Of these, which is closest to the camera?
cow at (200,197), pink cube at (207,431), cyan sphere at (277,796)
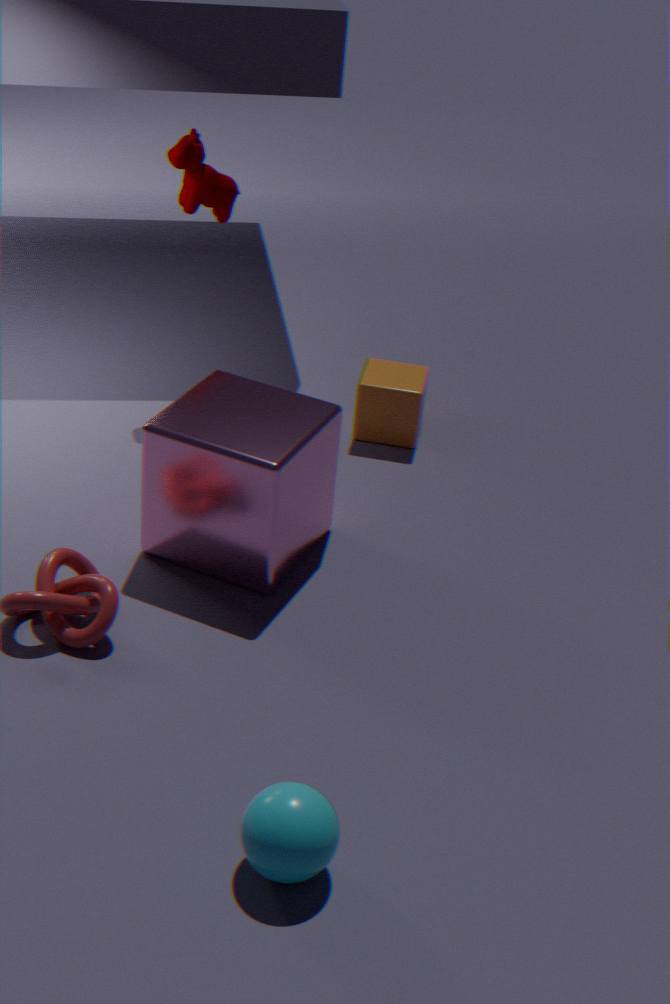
cyan sphere at (277,796)
